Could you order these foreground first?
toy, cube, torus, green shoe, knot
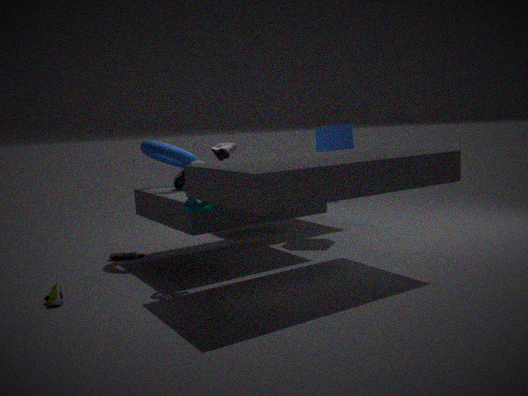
green shoe, knot, torus, toy, cube
